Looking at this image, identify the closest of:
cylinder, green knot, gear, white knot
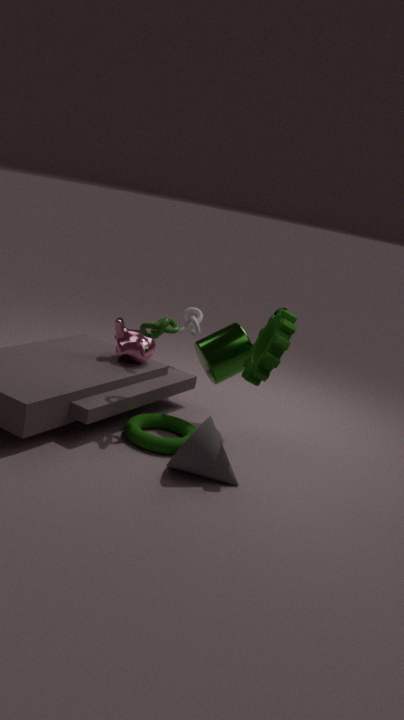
gear
